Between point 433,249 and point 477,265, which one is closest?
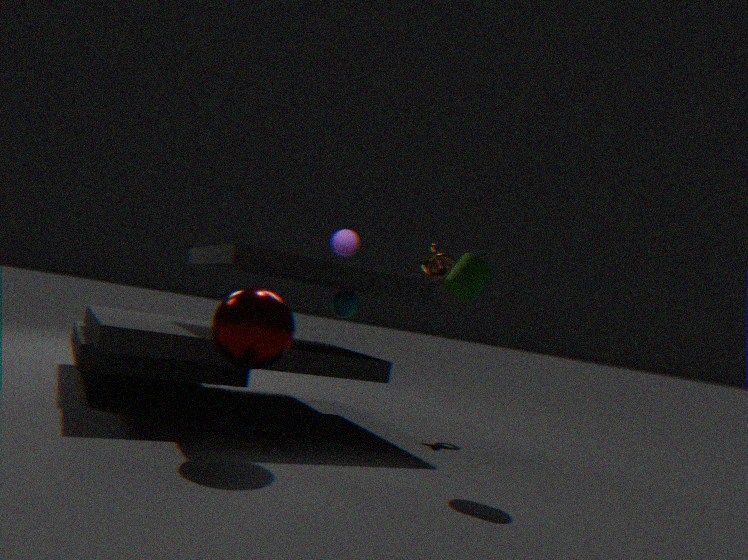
point 477,265
